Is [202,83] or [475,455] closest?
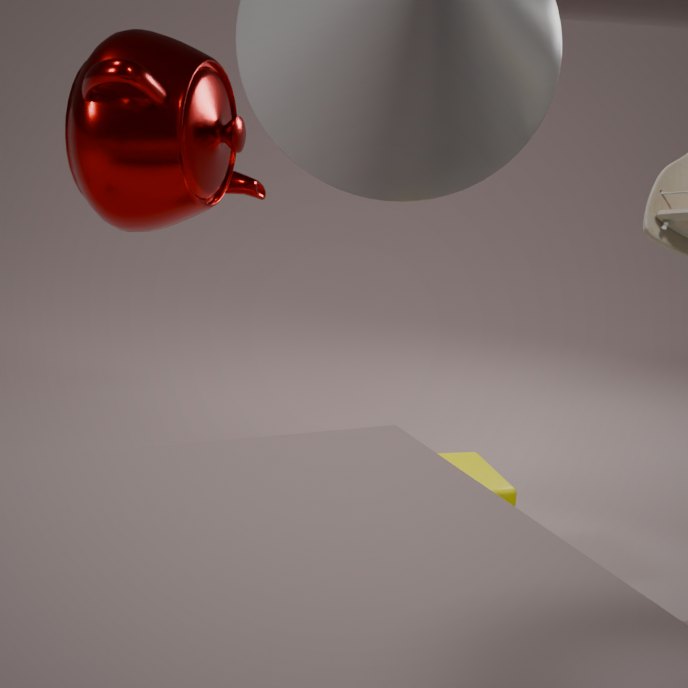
[202,83]
